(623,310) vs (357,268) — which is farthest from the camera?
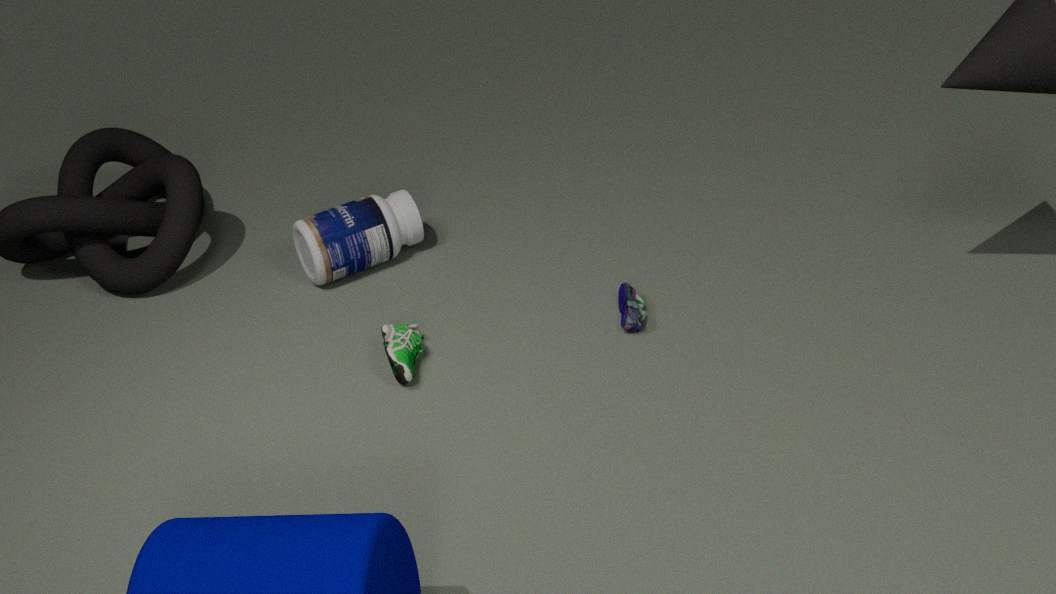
(357,268)
